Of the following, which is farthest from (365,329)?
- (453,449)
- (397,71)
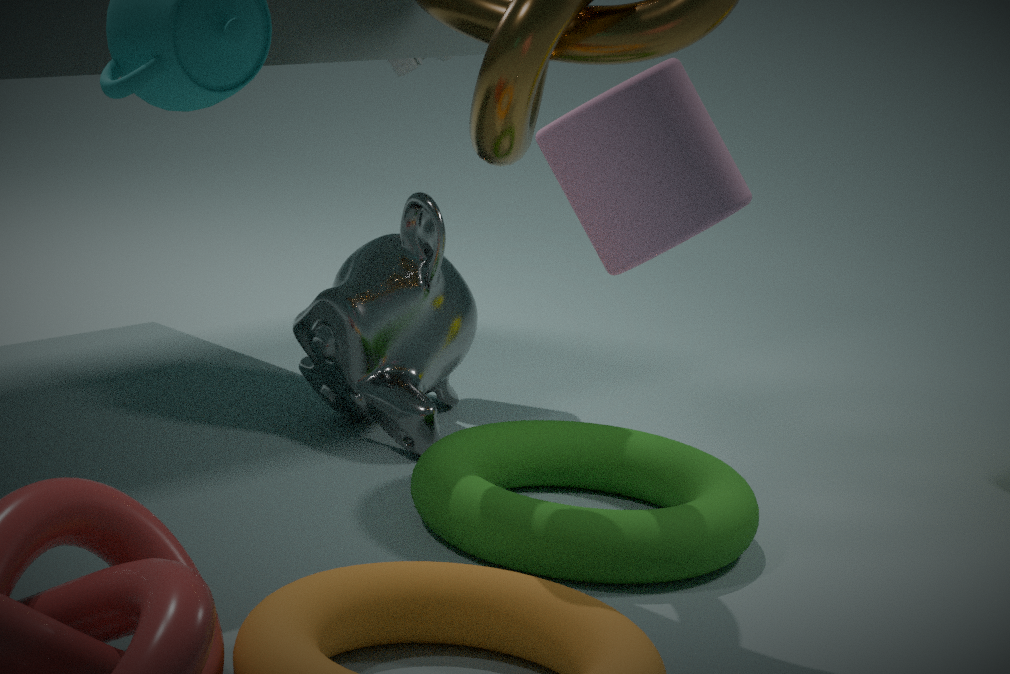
(397,71)
